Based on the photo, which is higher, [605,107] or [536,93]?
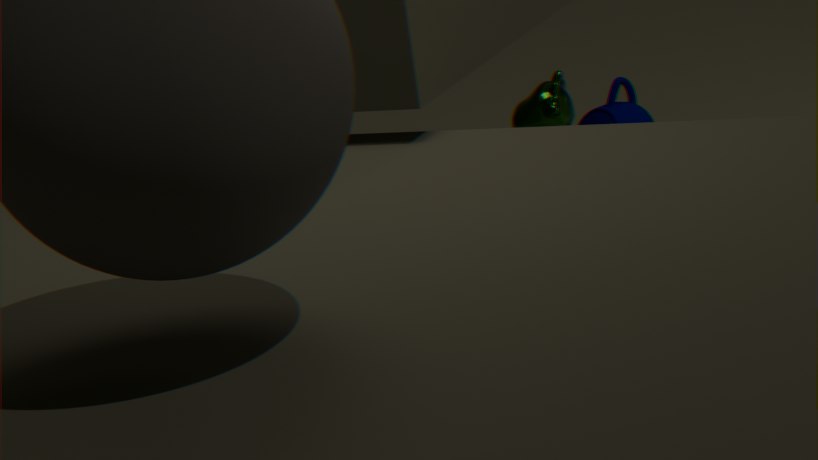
[536,93]
